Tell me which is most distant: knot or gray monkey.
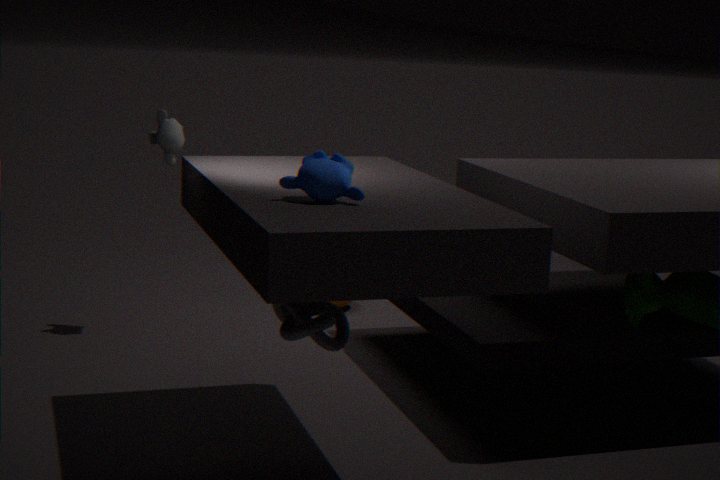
gray monkey
